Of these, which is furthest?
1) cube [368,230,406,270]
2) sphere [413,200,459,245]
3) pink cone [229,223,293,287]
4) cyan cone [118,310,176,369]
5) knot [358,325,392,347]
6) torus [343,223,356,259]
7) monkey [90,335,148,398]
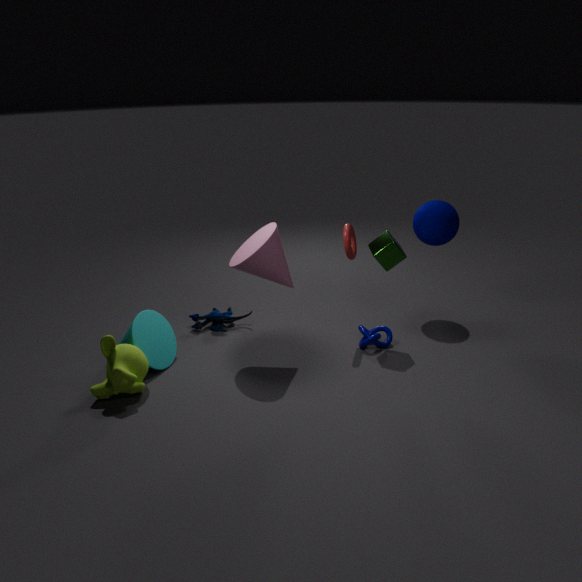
2. sphere [413,200,459,245]
